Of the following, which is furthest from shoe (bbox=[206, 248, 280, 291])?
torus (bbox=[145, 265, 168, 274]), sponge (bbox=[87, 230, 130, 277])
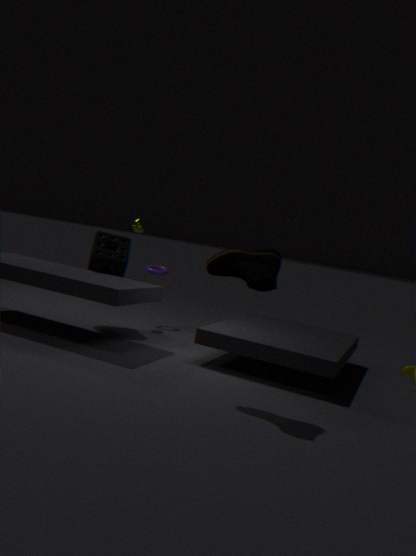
torus (bbox=[145, 265, 168, 274])
